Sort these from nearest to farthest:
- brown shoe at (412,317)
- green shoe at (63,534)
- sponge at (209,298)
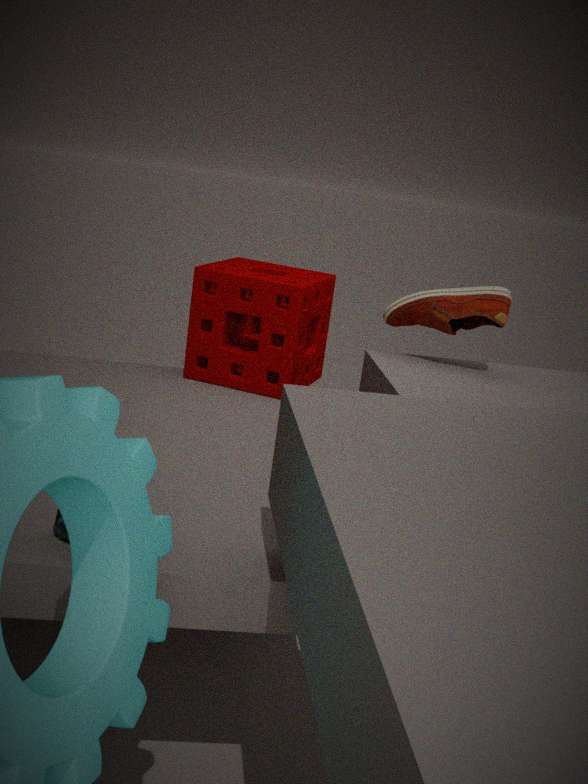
green shoe at (63,534)
brown shoe at (412,317)
sponge at (209,298)
